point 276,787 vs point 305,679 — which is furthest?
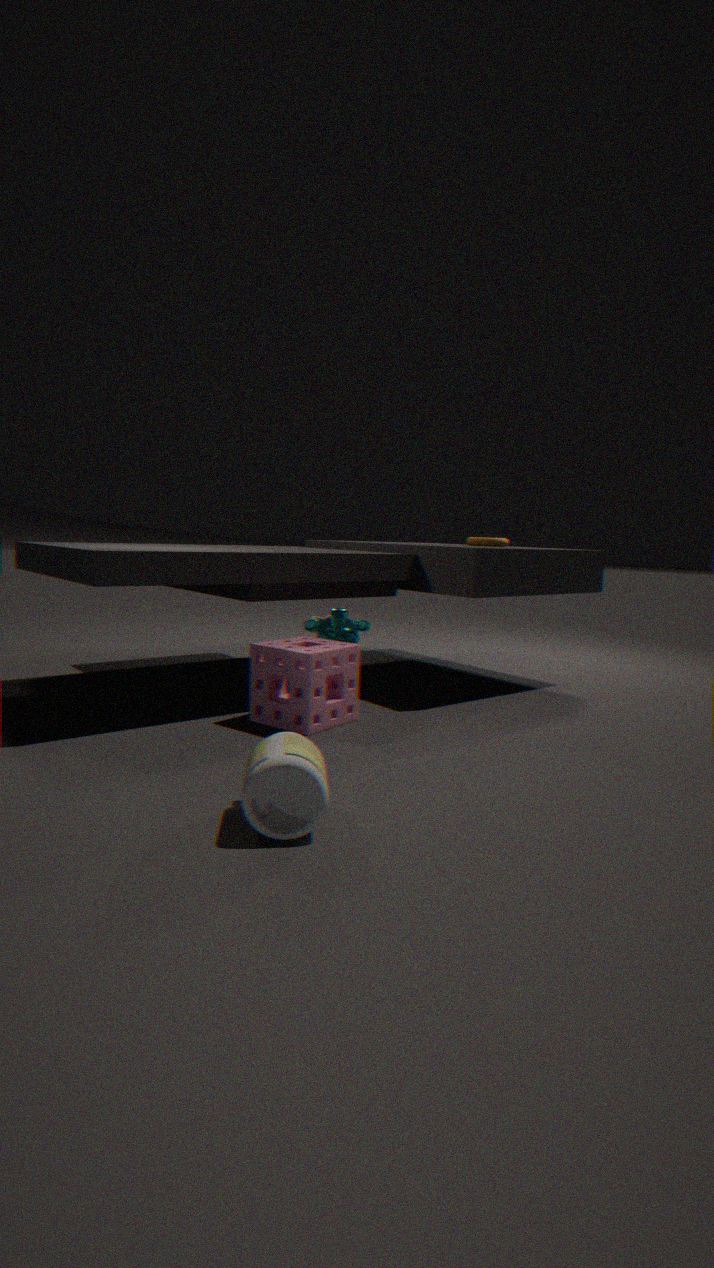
point 305,679
